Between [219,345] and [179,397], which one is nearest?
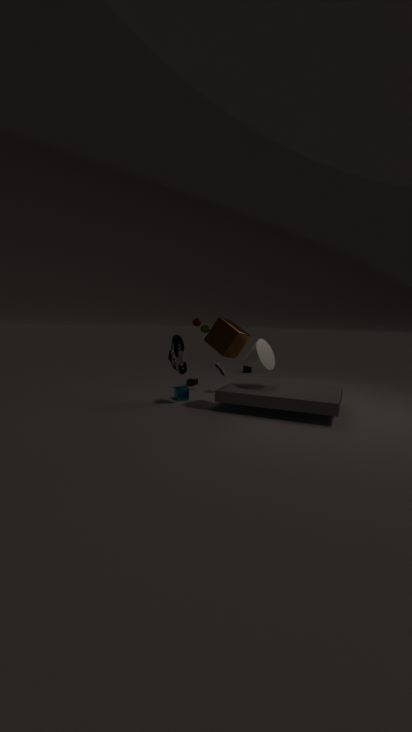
[219,345]
